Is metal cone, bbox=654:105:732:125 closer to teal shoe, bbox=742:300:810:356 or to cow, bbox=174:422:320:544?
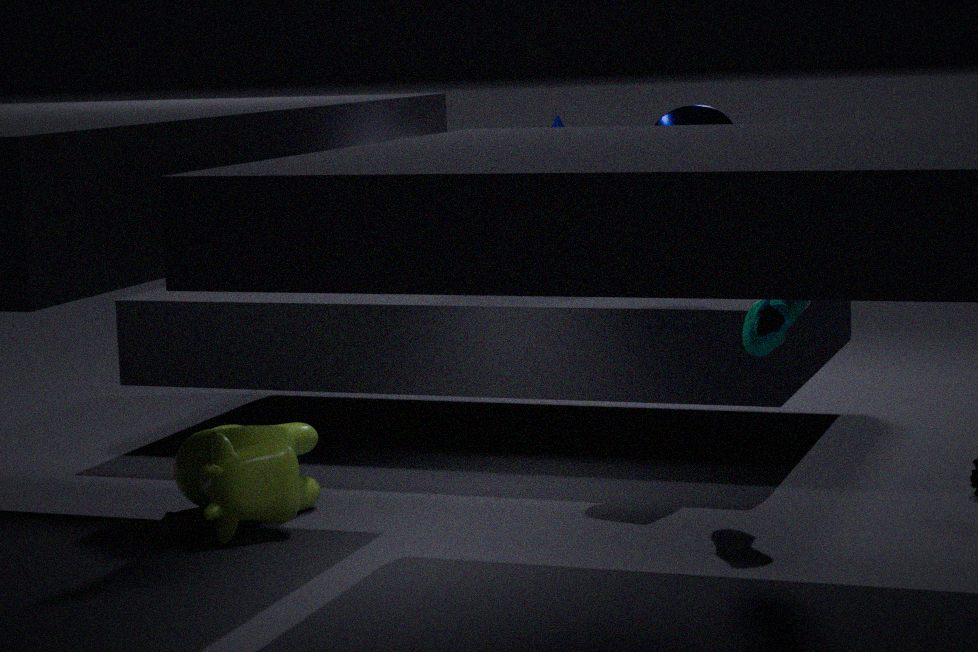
teal shoe, bbox=742:300:810:356
